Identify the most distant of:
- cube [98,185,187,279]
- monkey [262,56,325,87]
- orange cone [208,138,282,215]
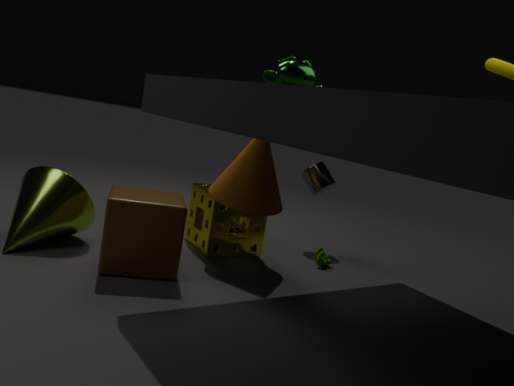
orange cone [208,138,282,215]
